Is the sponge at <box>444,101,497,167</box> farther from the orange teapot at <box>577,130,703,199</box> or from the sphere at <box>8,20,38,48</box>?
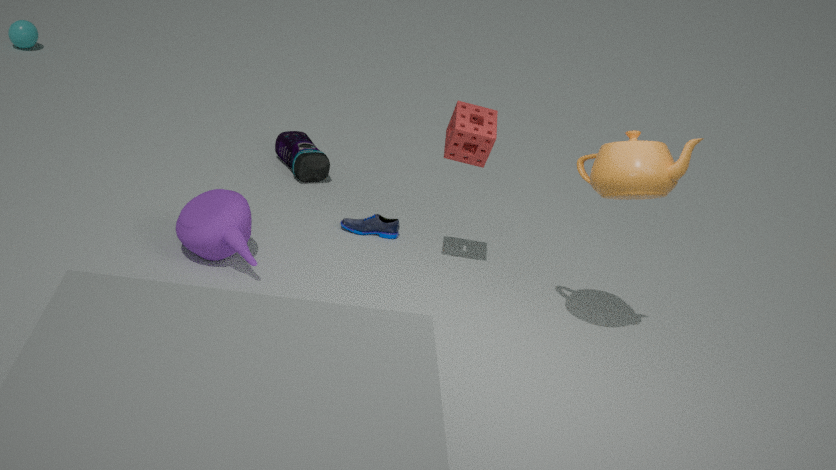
the sphere at <box>8,20,38,48</box>
